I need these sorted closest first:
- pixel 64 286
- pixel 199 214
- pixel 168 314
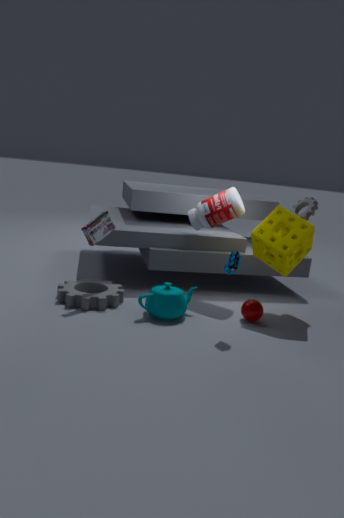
pixel 168 314, pixel 64 286, pixel 199 214
